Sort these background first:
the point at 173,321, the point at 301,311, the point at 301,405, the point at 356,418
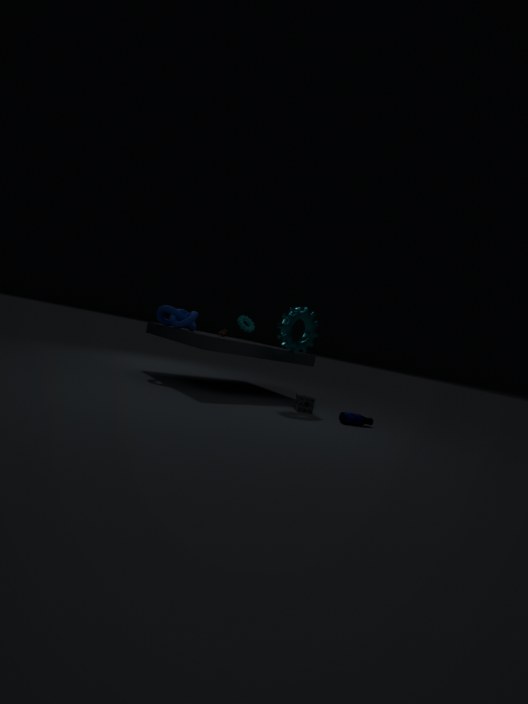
the point at 173,321 < the point at 301,311 < the point at 301,405 < the point at 356,418
